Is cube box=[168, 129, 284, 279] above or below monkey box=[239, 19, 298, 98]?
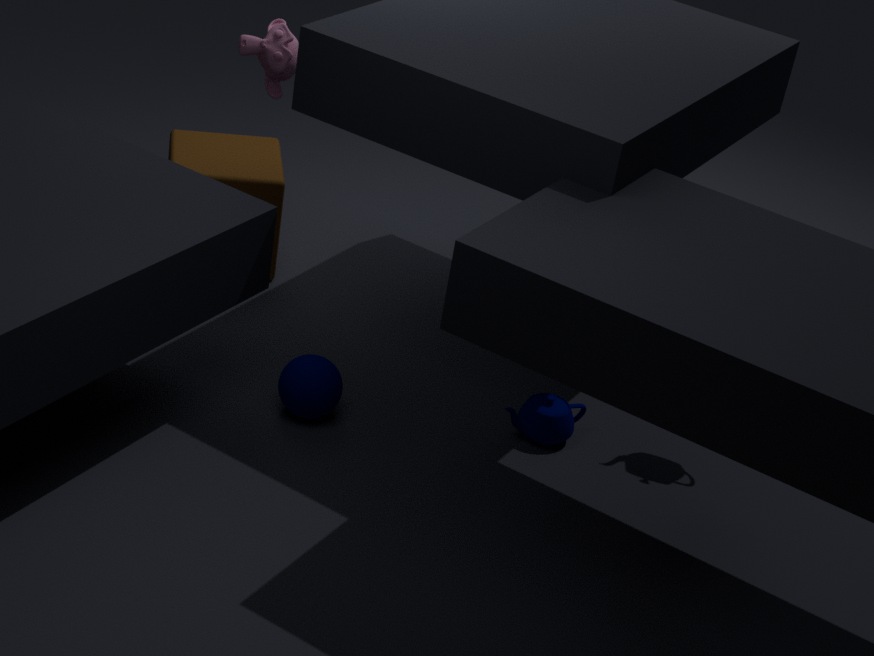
below
